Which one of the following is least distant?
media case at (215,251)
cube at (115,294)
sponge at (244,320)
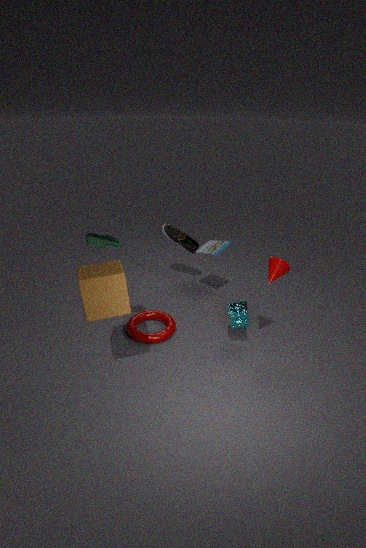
cube at (115,294)
